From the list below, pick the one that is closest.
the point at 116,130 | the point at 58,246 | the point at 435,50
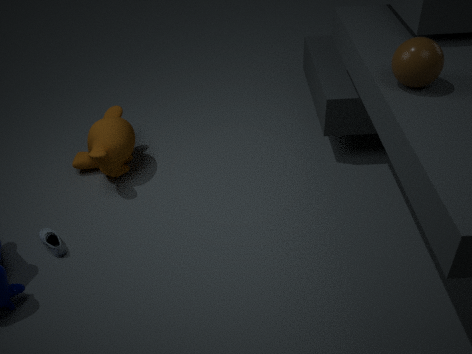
the point at 435,50
